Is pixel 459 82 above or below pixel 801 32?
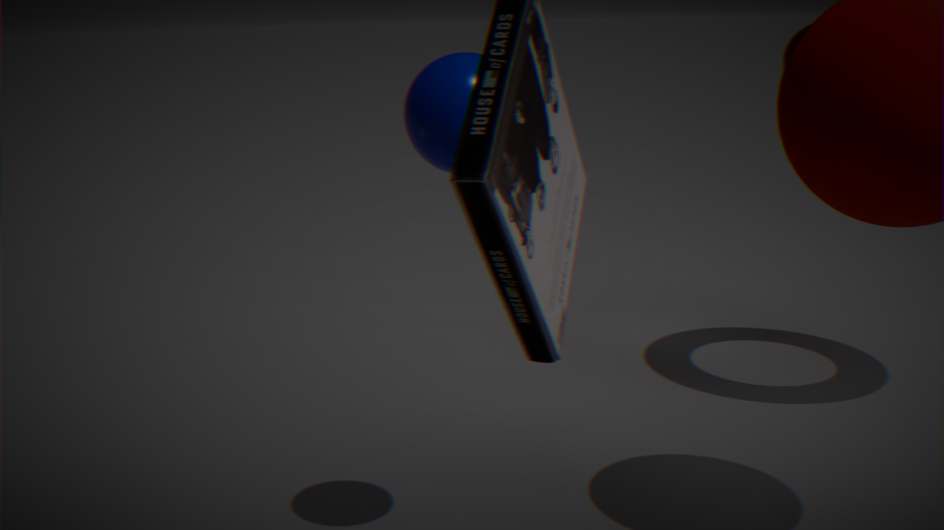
above
